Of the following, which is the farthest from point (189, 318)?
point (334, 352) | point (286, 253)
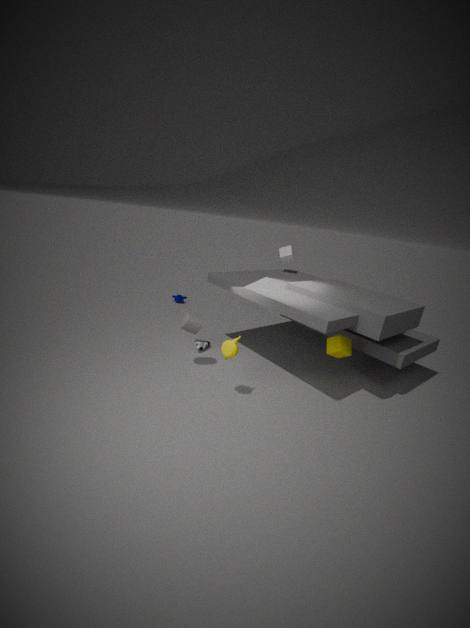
point (286, 253)
